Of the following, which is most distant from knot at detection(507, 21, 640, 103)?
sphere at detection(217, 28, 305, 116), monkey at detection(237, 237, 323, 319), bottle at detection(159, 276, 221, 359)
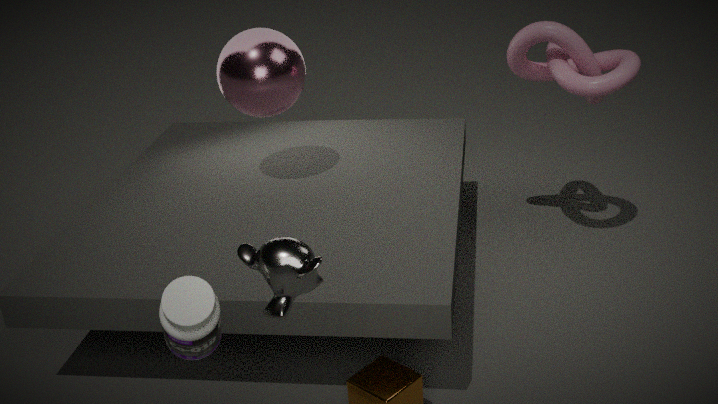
bottle at detection(159, 276, 221, 359)
